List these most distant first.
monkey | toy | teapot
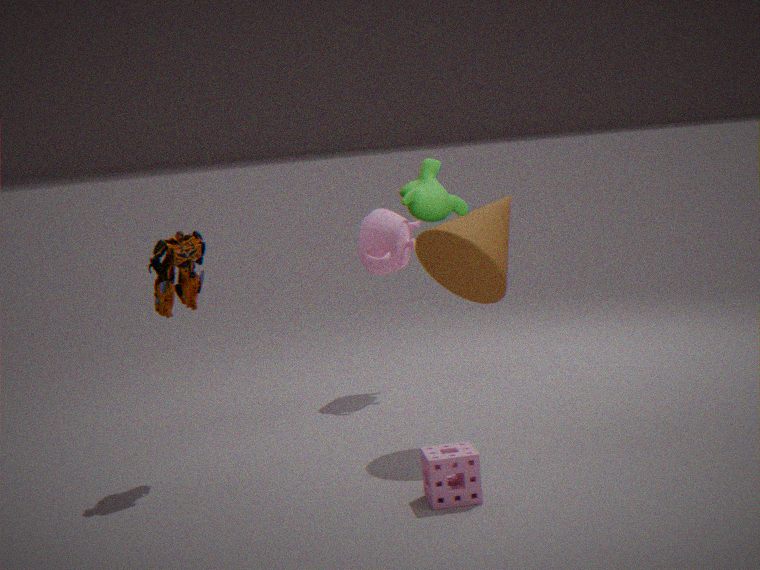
1. teapot
2. toy
3. monkey
